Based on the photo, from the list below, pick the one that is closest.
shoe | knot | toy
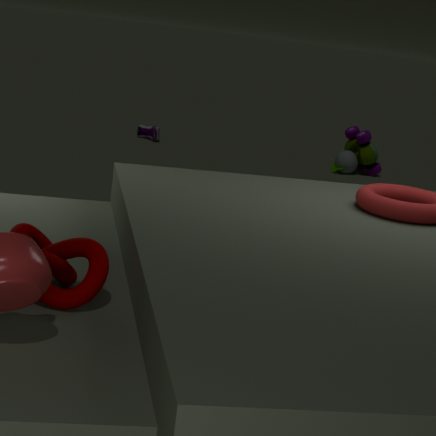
knot
